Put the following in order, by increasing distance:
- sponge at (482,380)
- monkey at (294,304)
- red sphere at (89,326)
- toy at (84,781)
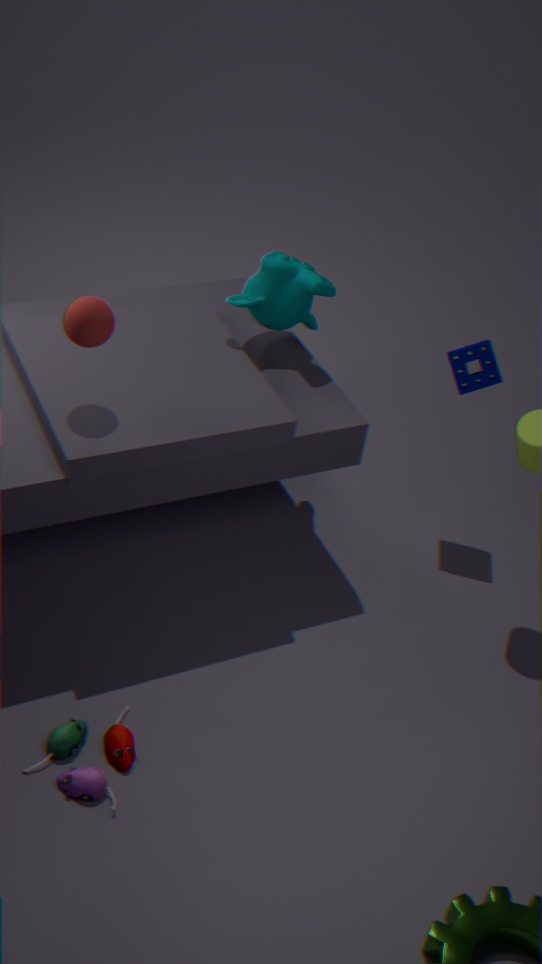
toy at (84,781) → red sphere at (89,326) → monkey at (294,304) → sponge at (482,380)
